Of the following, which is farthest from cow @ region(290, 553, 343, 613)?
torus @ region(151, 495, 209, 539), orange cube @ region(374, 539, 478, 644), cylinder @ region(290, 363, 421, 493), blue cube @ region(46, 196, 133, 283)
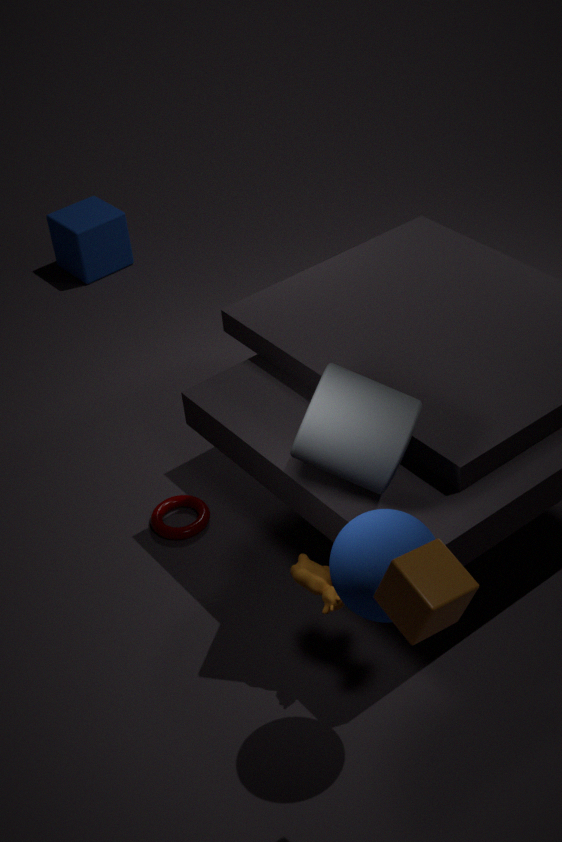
blue cube @ region(46, 196, 133, 283)
